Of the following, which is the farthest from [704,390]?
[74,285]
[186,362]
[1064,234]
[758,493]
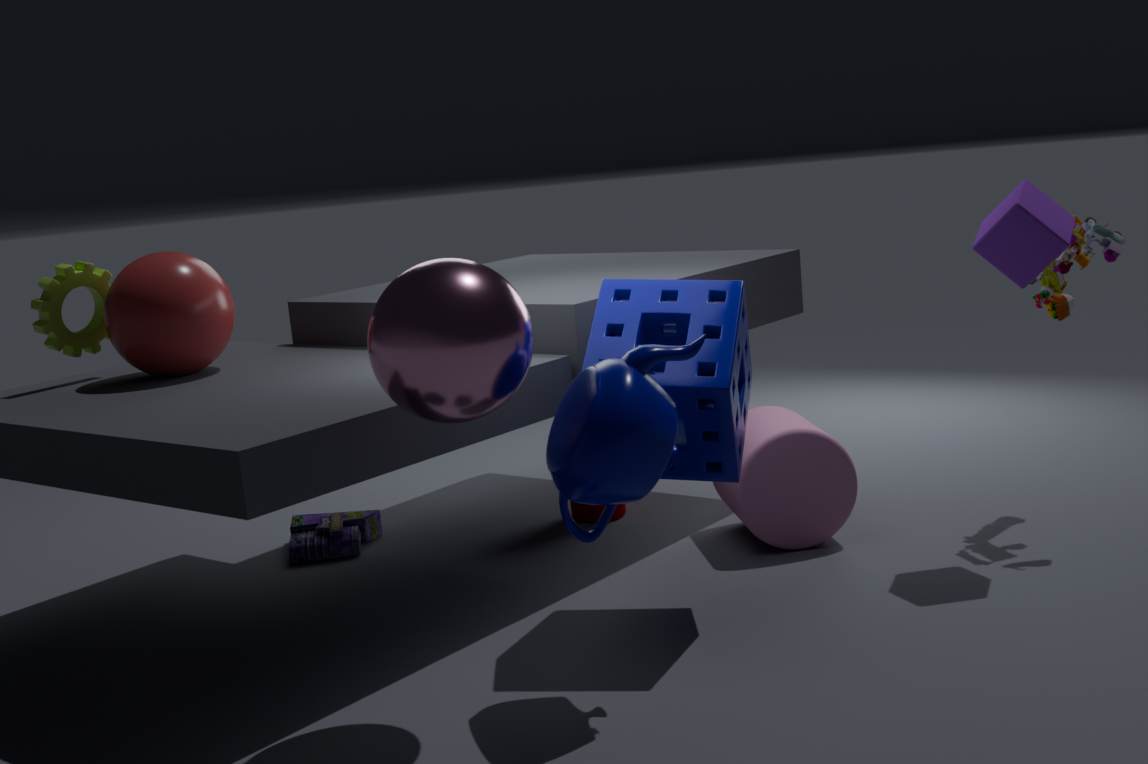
[74,285]
